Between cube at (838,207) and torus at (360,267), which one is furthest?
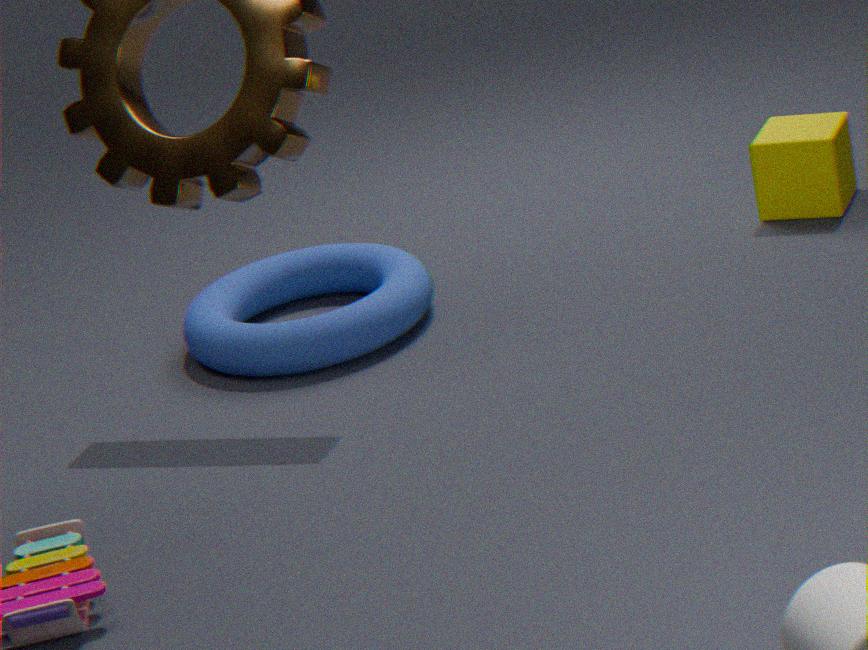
cube at (838,207)
